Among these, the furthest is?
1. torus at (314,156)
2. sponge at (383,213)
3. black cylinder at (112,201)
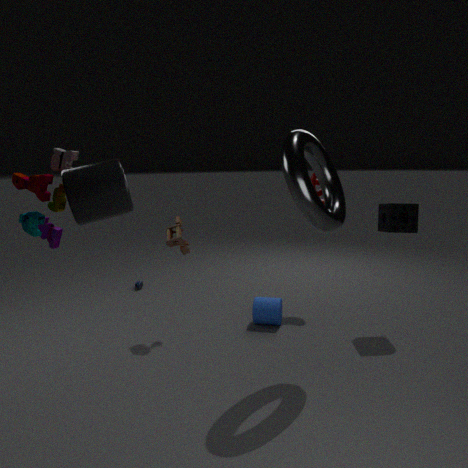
sponge at (383,213)
